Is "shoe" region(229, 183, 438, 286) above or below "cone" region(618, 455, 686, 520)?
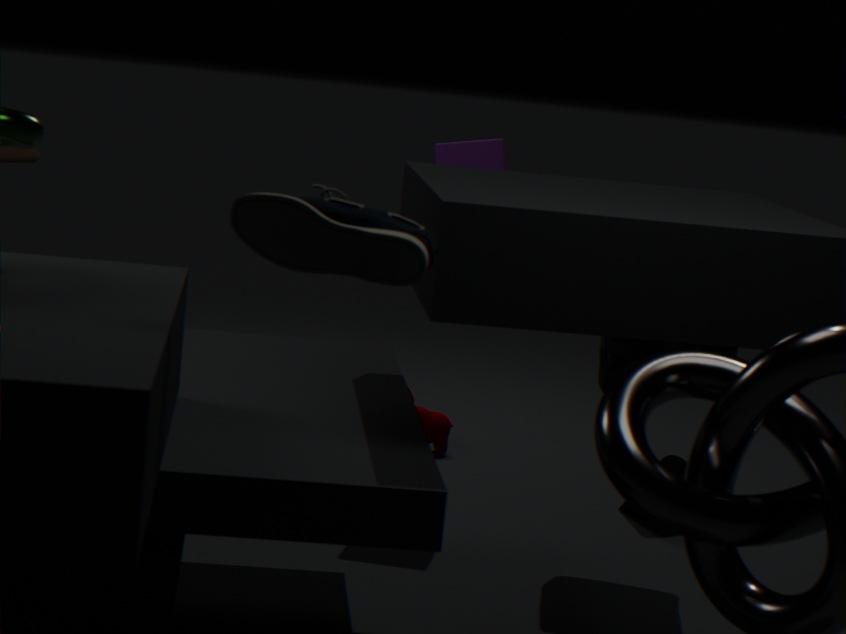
above
